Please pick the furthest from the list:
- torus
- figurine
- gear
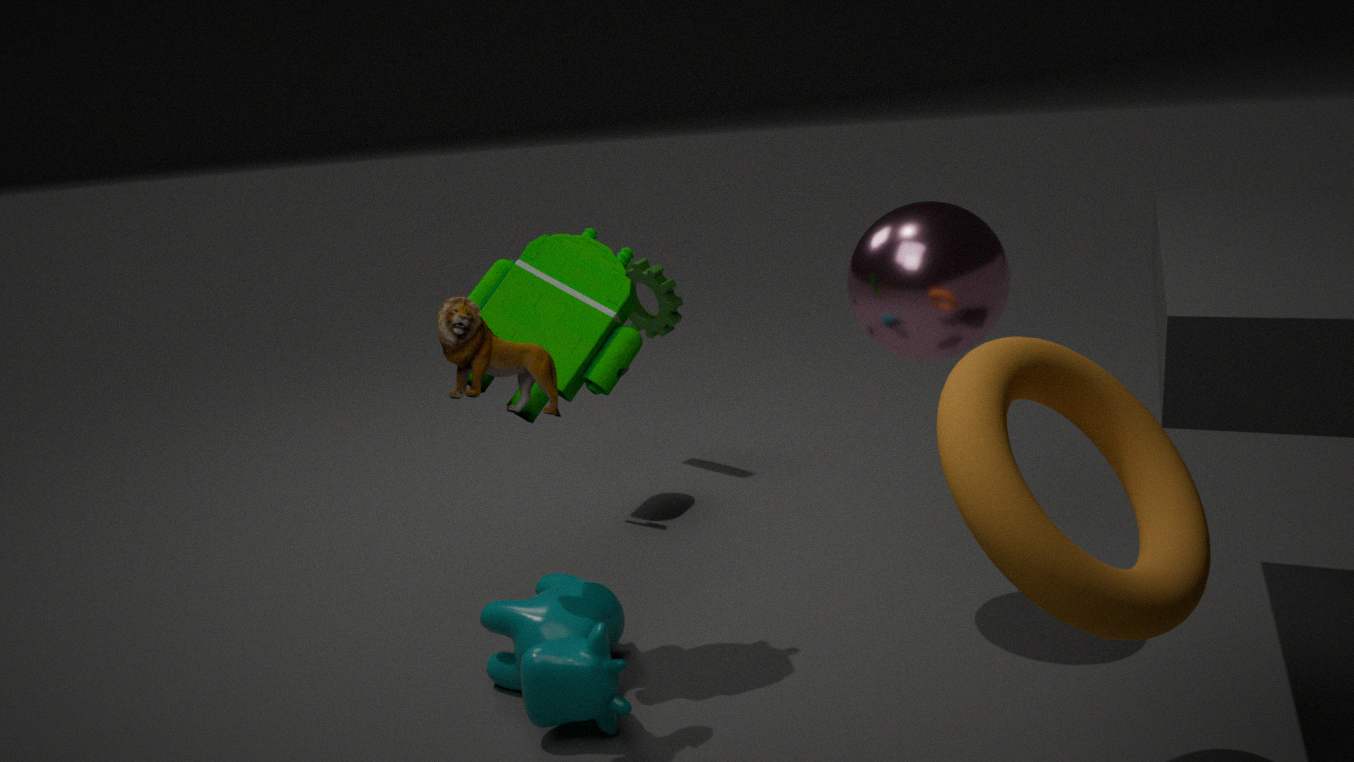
gear
